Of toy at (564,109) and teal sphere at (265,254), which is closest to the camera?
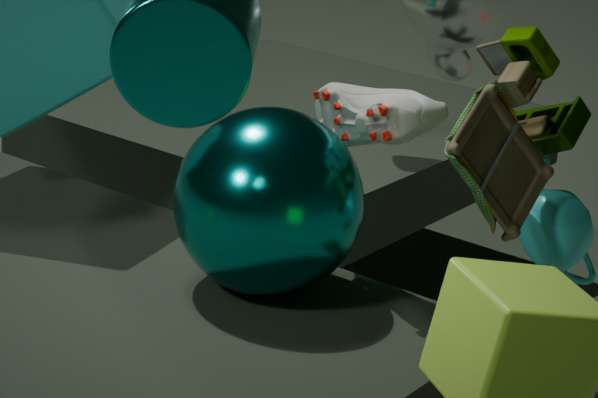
teal sphere at (265,254)
